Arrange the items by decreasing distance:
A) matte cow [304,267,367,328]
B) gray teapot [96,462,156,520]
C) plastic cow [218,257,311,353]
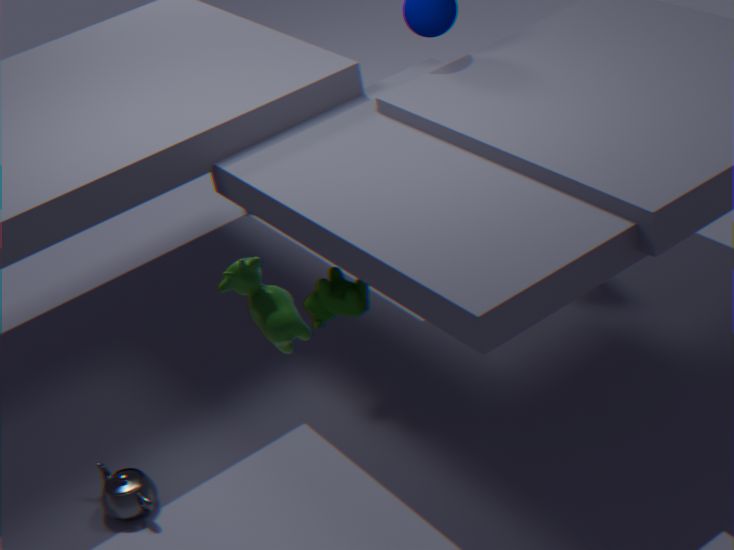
1. matte cow [304,267,367,328]
2. gray teapot [96,462,156,520]
3. plastic cow [218,257,311,353]
